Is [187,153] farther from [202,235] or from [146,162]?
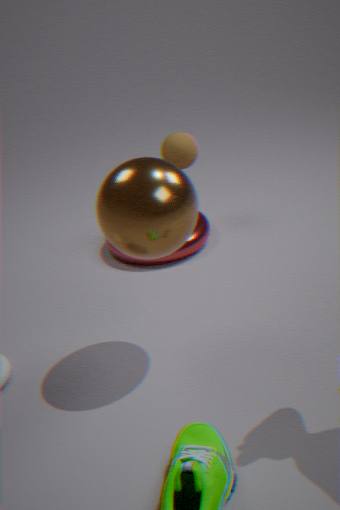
[146,162]
